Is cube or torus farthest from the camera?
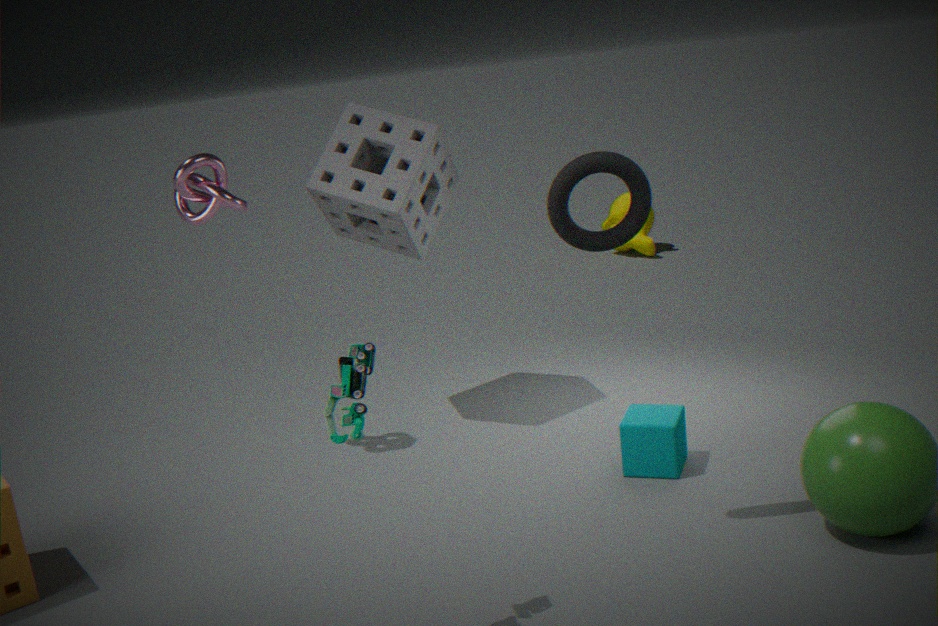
cube
